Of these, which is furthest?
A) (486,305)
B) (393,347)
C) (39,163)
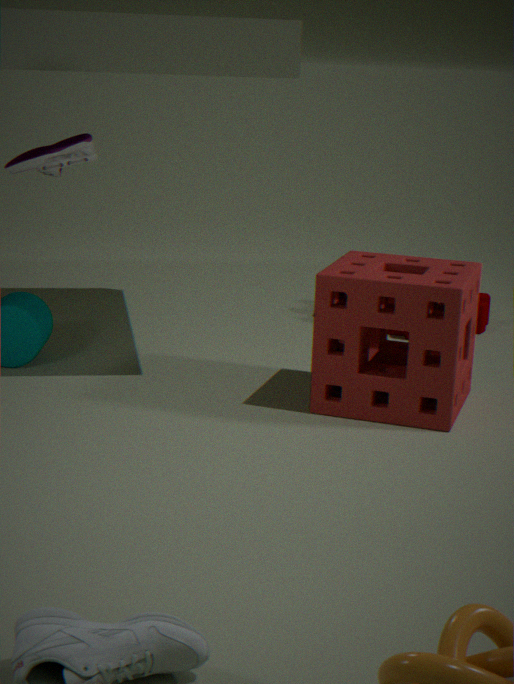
(486,305)
